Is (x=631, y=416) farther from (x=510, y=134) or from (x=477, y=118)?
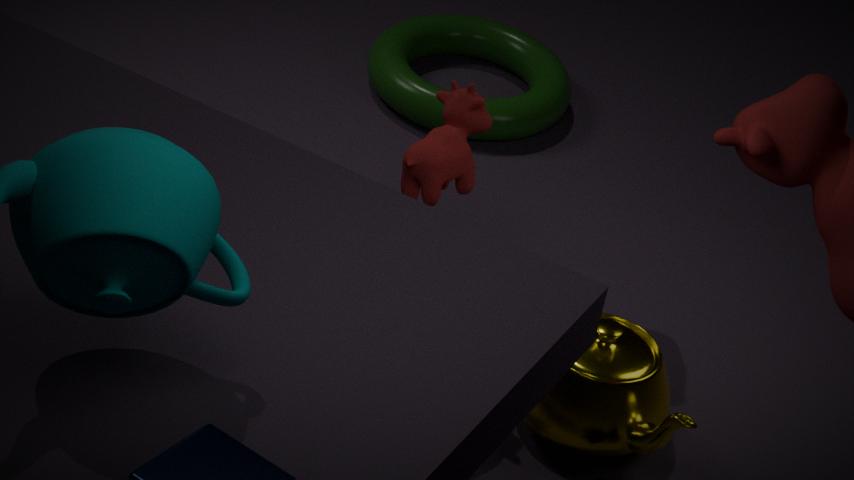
(x=510, y=134)
